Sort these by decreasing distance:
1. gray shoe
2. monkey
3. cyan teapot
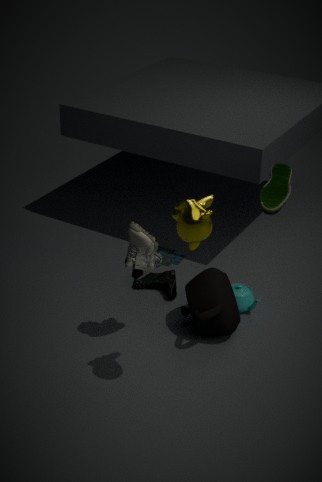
cyan teapot
gray shoe
monkey
